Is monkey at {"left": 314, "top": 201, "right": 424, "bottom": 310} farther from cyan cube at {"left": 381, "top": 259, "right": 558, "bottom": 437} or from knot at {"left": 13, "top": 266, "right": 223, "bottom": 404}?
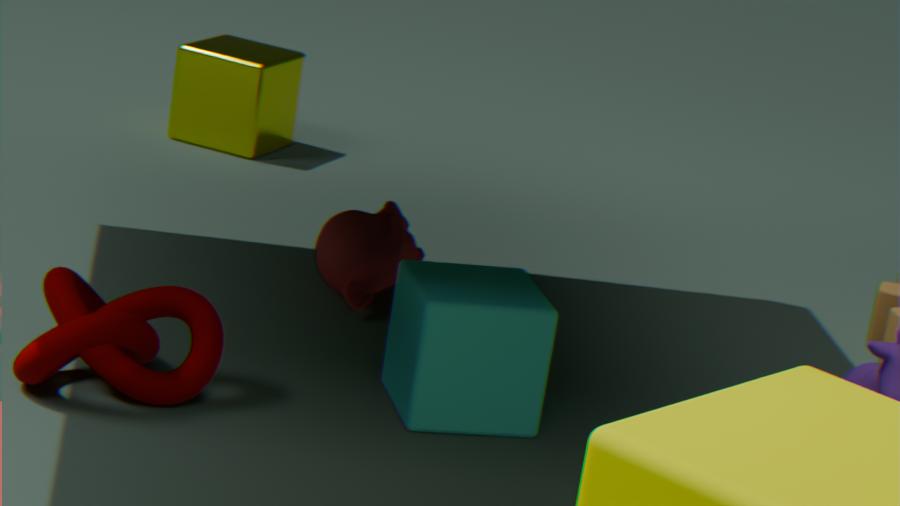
knot at {"left": 13, "top": 266, "right": 223, "bottom": 404}
